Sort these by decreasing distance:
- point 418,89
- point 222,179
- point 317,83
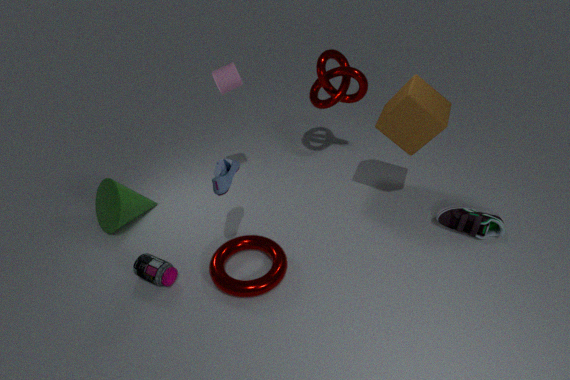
point 317,83
point 418,89
point 222,179
